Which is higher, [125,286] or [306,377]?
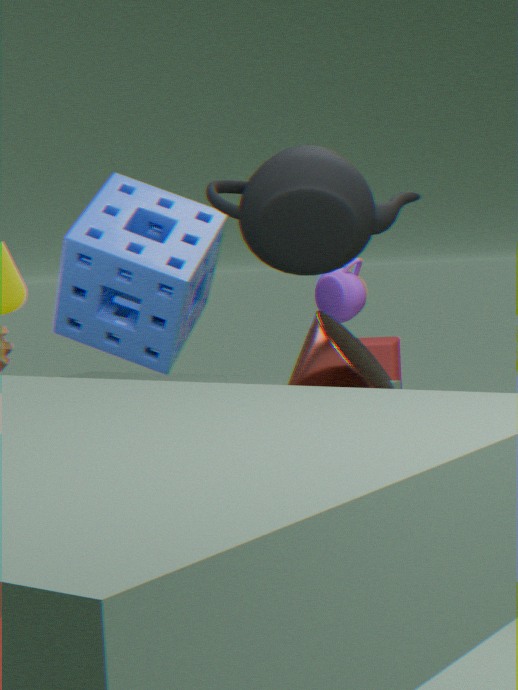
[125,286]
